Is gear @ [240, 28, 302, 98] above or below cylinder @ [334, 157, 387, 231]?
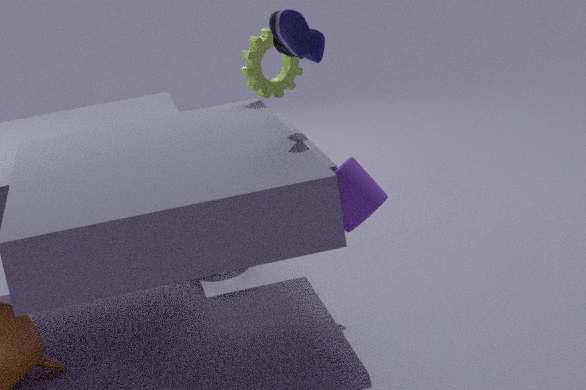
above
